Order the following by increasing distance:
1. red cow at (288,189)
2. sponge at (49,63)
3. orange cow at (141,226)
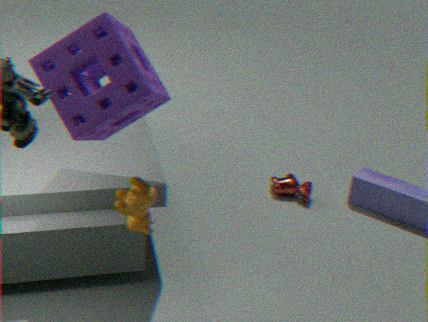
1. sponge at (49,63)
2. orange cow at (141,226)
3. red cow at (288,189)
